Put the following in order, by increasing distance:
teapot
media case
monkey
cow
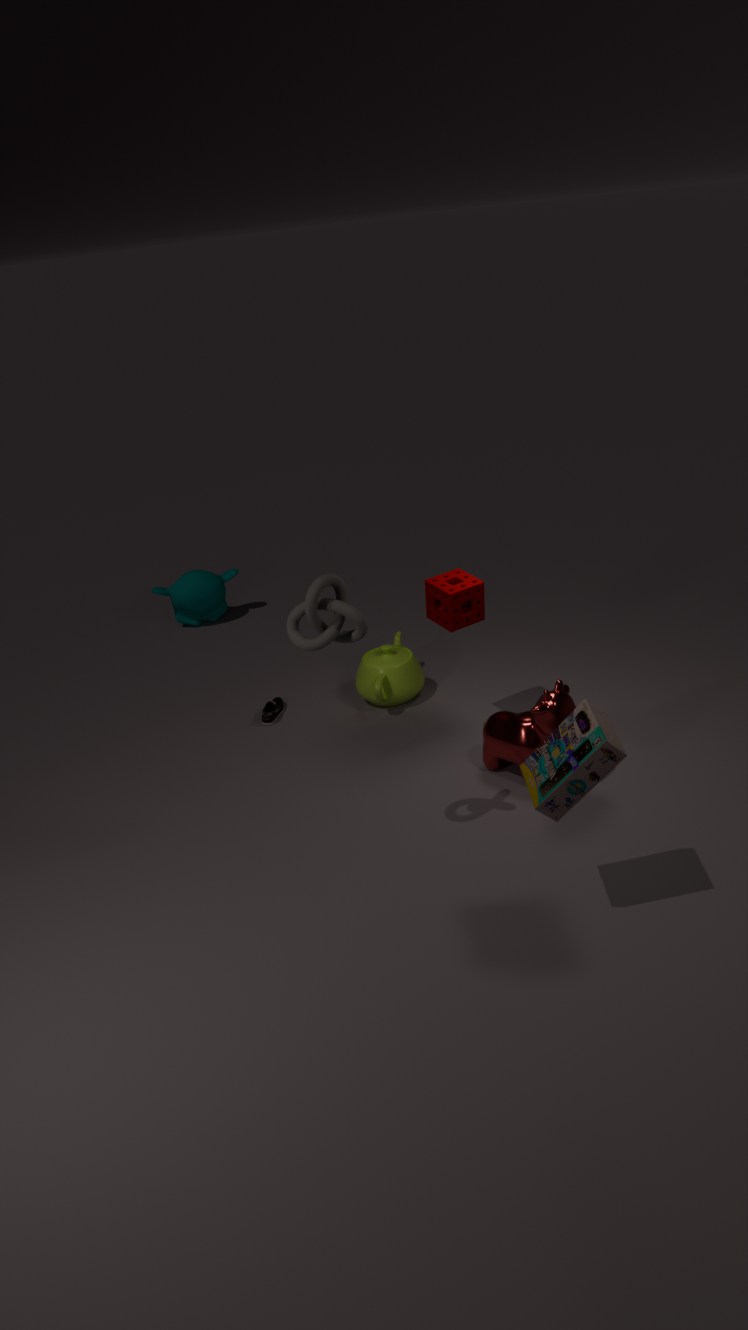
media case < cow < teapot < monkey
